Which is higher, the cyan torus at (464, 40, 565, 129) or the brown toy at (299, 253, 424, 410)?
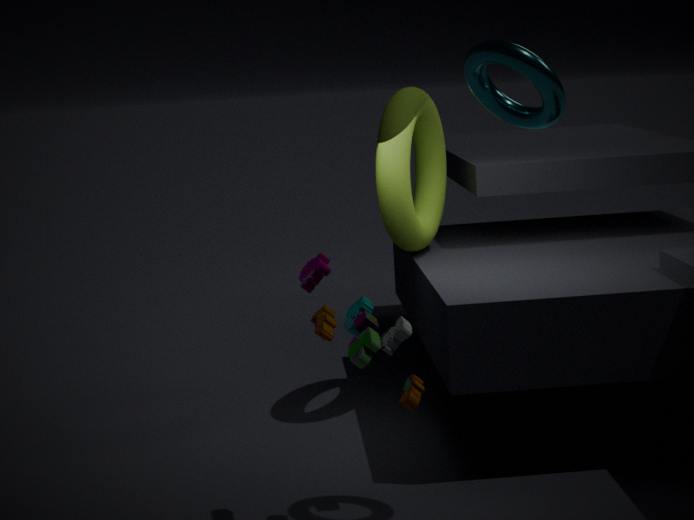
the cyan torus at (464, 40, 565, 129)
